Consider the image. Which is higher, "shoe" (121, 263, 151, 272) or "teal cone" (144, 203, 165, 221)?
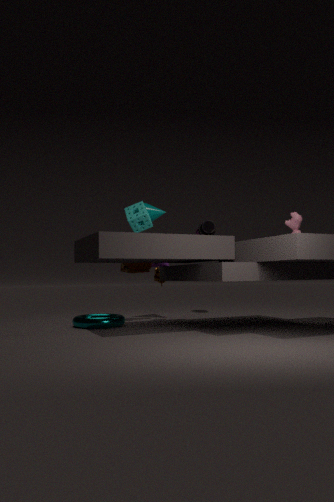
"teal cone" (144, 203, 165, 221)
